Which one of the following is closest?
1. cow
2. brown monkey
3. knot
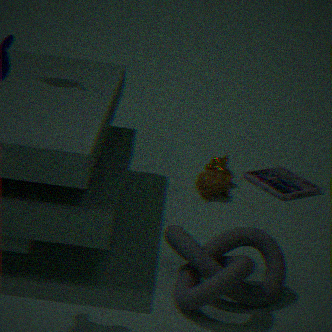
knot
